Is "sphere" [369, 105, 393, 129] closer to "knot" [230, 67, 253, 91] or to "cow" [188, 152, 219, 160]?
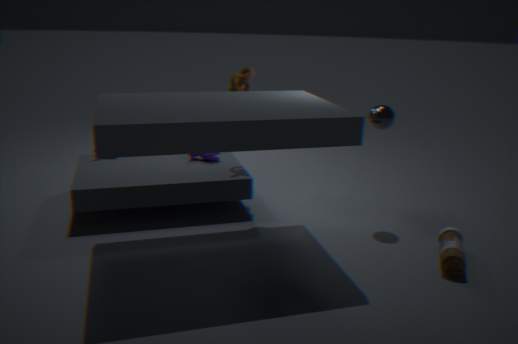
"knot" [230, 67, 253, 91]
